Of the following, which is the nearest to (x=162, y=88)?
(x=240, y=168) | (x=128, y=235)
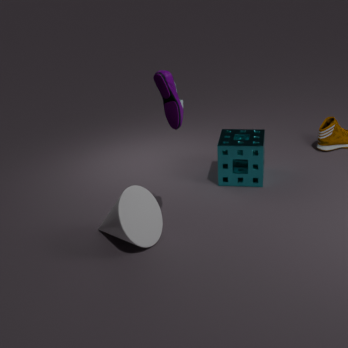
(x=128, y=235)
